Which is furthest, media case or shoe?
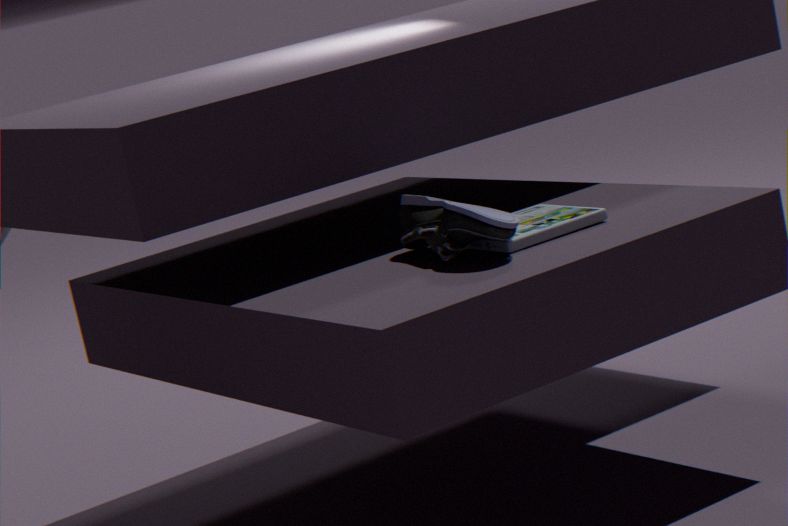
media case
